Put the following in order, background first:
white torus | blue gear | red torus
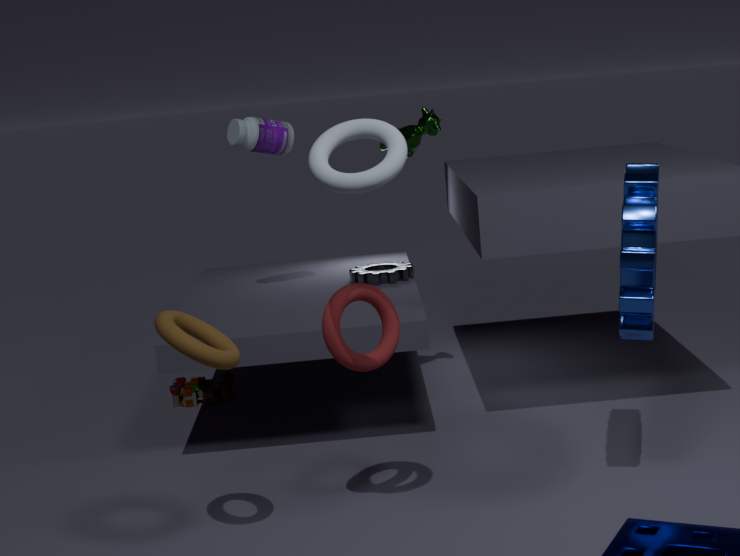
red torus, blue gear, white torus
